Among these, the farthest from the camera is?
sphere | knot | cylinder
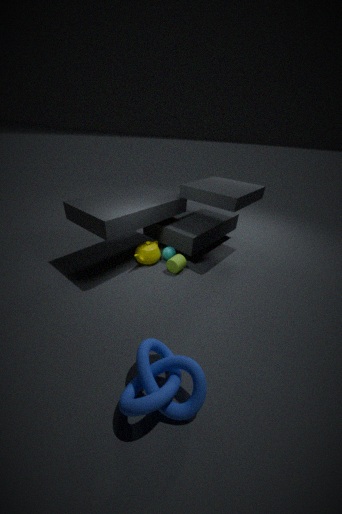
sphere
